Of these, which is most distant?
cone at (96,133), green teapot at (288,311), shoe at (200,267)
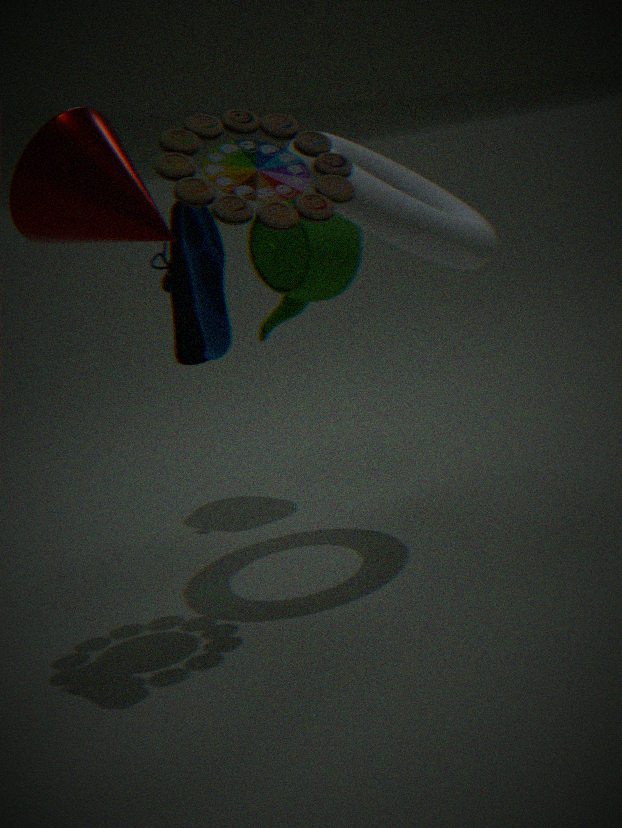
green teapot at (288,311)
